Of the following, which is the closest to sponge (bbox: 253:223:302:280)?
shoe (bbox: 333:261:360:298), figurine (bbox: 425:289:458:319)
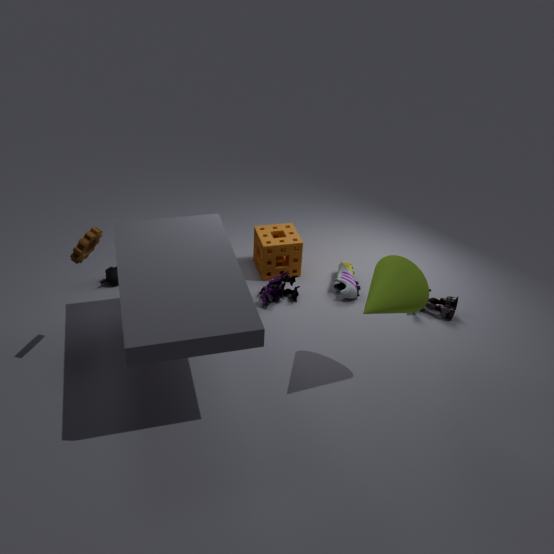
shoe (bbox: 333:261:360:298)
